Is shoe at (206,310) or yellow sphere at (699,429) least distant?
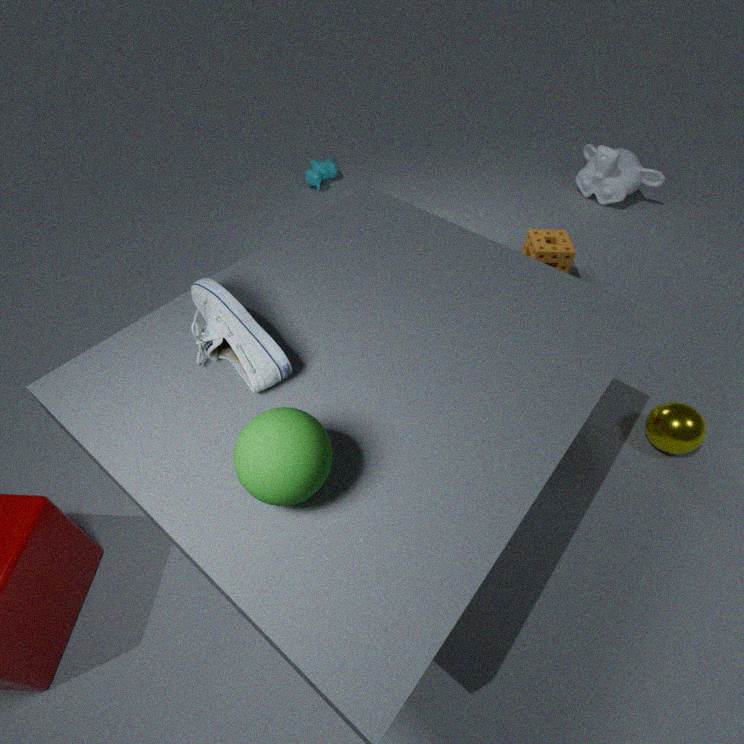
shoe at (206,310)
